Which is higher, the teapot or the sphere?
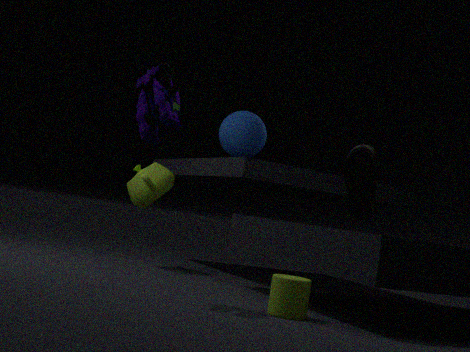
the sphere
